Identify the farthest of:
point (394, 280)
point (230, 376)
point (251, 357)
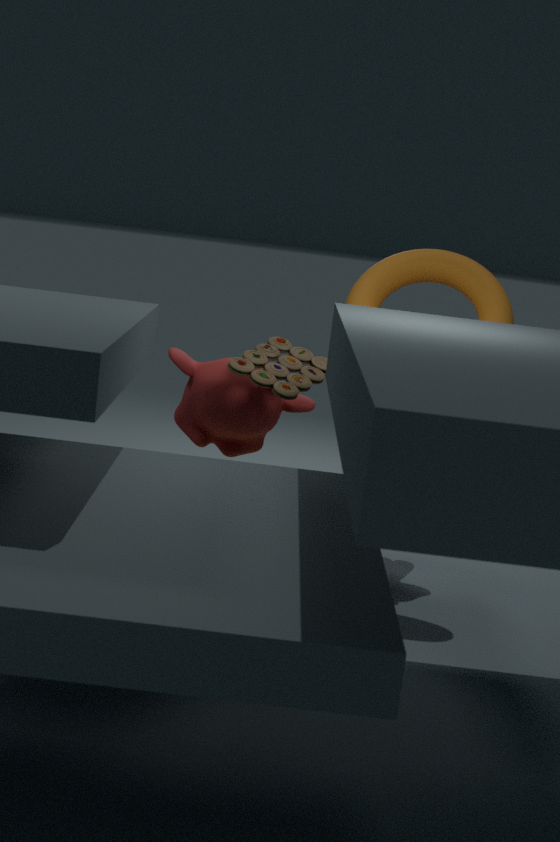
point (394, 280)
